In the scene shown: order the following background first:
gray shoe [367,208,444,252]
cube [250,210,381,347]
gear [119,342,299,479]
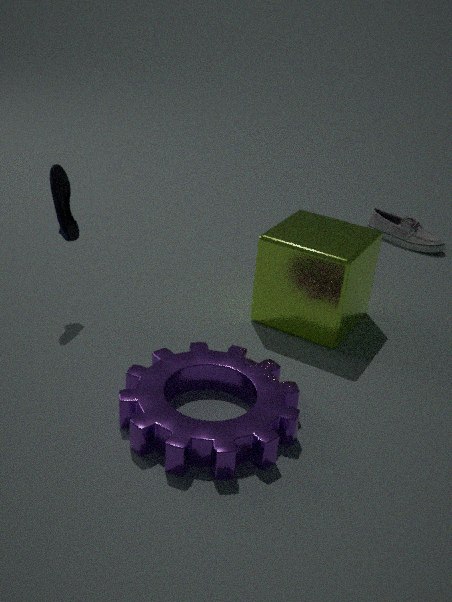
gray shoe [367,208,444,252], cube [250,210,381,347], gear [119,342,299,479]
